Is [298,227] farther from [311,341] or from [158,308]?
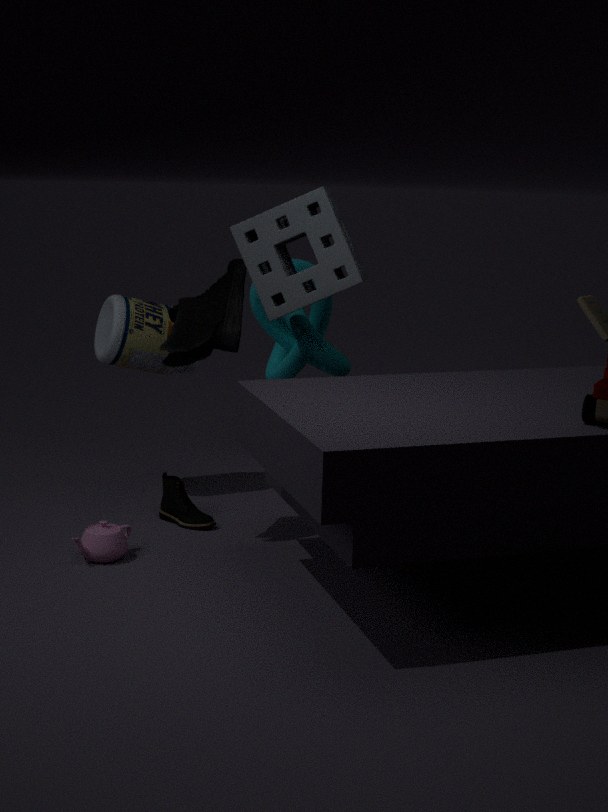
[158,308]
